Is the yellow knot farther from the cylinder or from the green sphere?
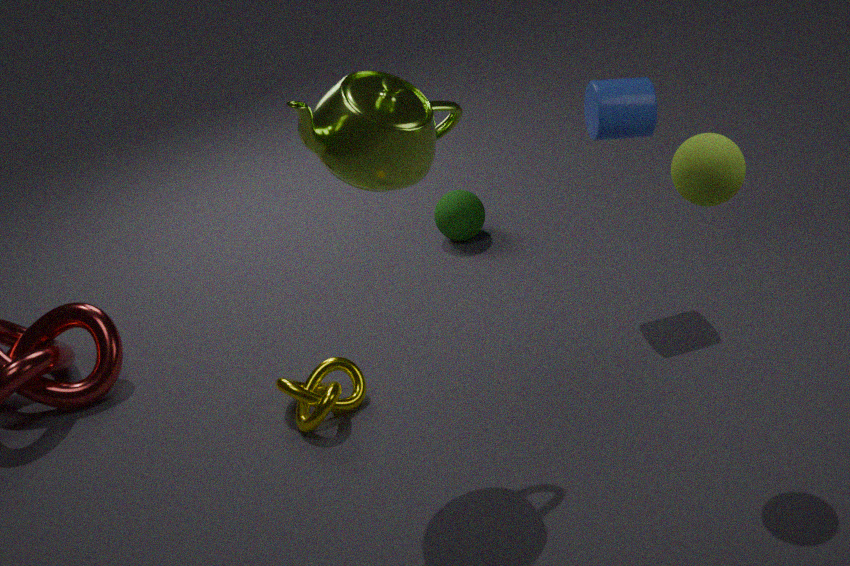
the cylinder
